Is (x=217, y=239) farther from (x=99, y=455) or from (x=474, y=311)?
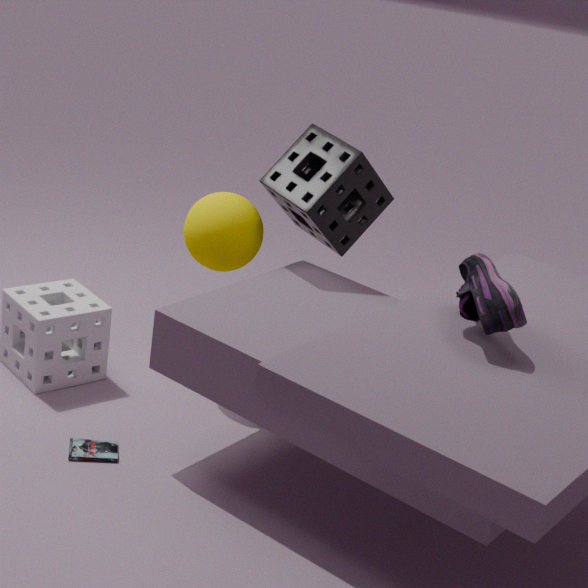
(x=474, y=311)
